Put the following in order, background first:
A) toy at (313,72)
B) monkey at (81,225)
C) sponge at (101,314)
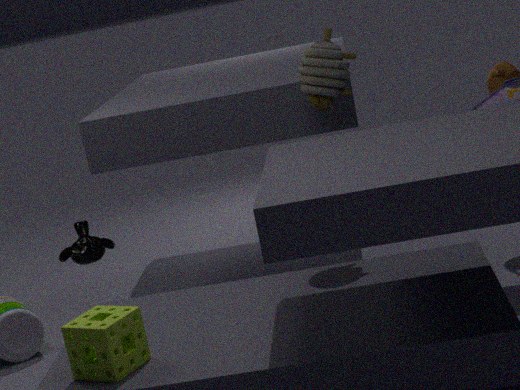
monkey at (81,225)
toy at (313,72)
sponge at (101,314)
